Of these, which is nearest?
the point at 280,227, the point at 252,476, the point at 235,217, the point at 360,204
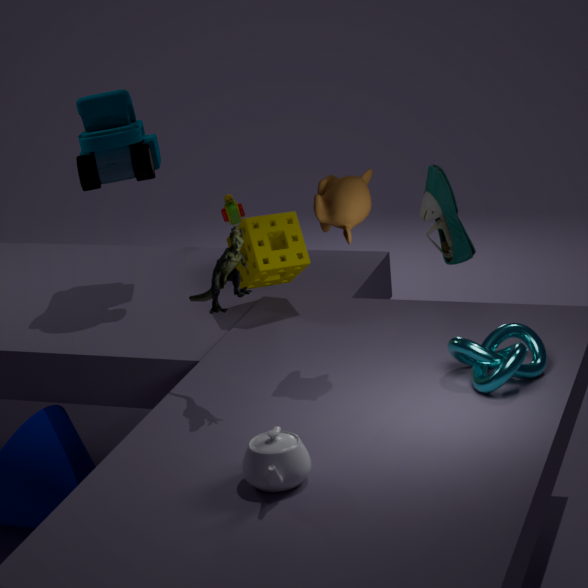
the point at 252,476
